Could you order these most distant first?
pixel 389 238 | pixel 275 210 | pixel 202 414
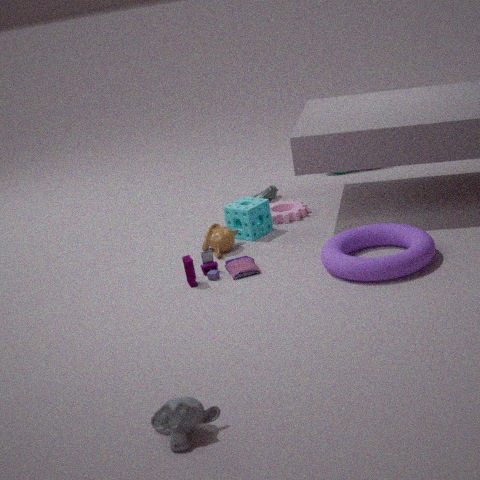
pixel 275 210, pixel 389 238, pixel 202 414
